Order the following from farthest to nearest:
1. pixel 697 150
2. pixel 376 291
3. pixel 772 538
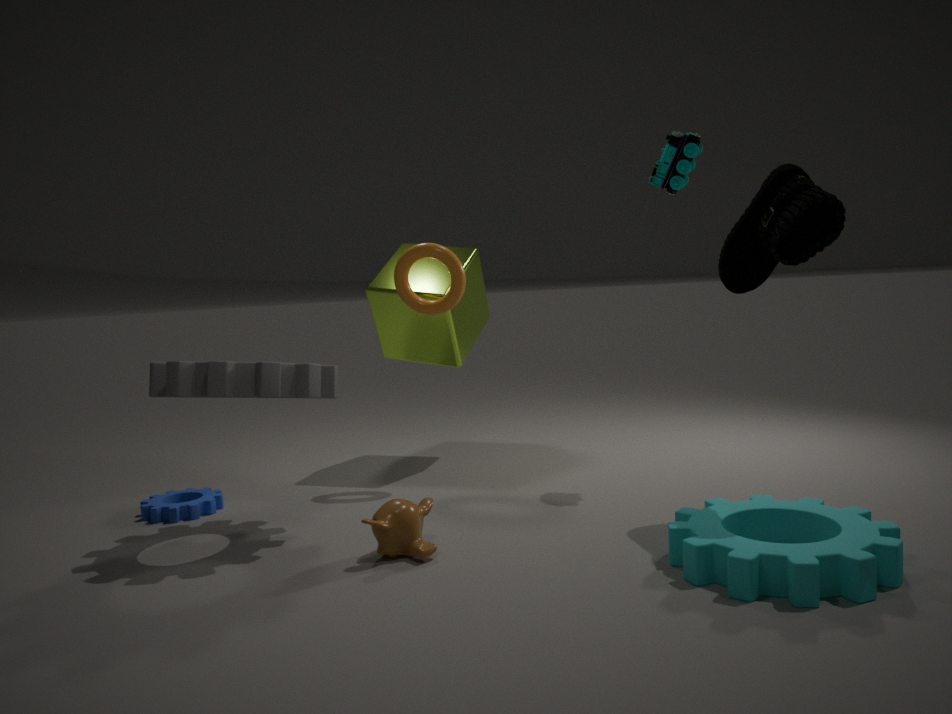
pixel 376 291 < pixel 697 150 < pixel 772 538
